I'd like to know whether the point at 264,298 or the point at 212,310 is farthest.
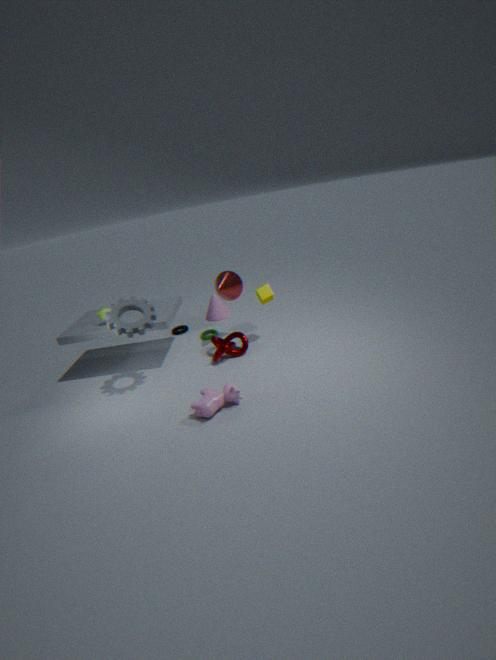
the point at 212,310
